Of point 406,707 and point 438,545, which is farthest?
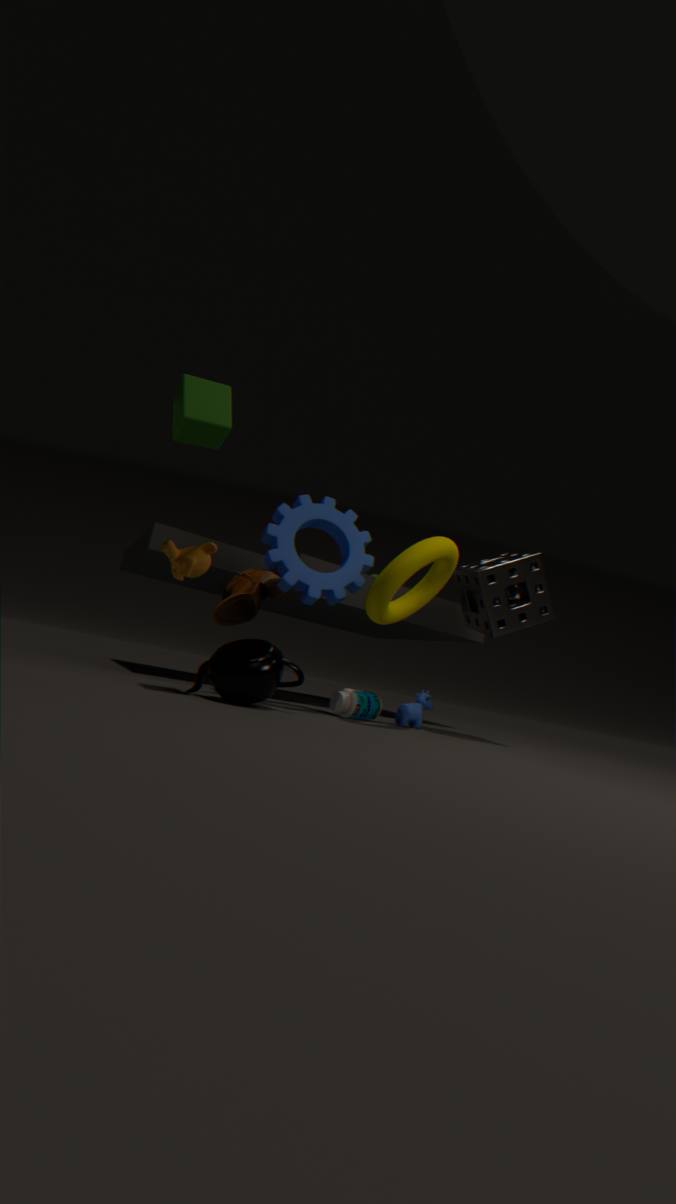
point 406,707
